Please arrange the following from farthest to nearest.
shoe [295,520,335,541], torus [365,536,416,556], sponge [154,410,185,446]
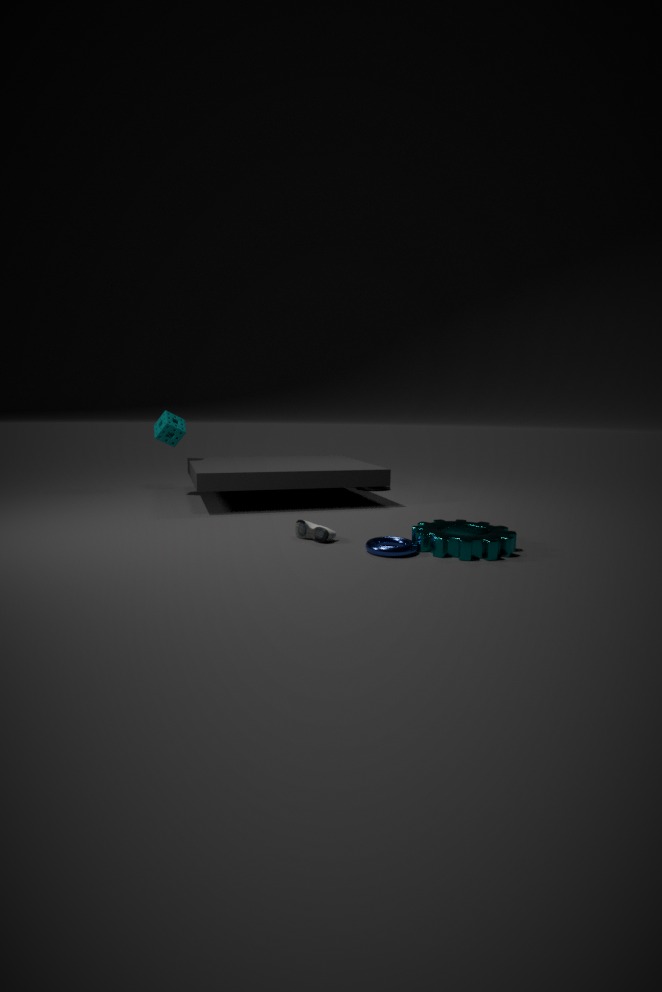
1. sponge [154,410,185,446]
2. shoe [295,520,335,541]
3. torus [365,536,416,556]
